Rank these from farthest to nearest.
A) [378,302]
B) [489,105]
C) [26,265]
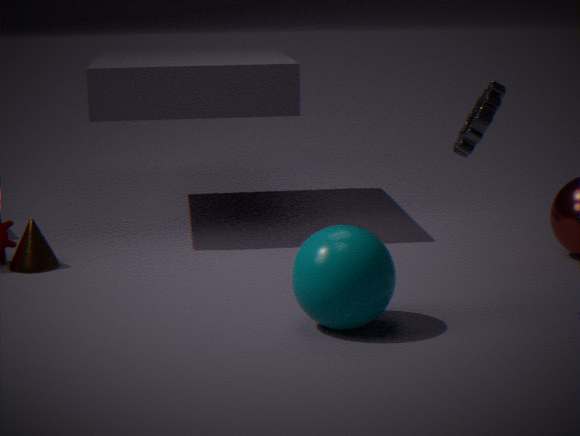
[26,265] → [378,302] → [489,105]
